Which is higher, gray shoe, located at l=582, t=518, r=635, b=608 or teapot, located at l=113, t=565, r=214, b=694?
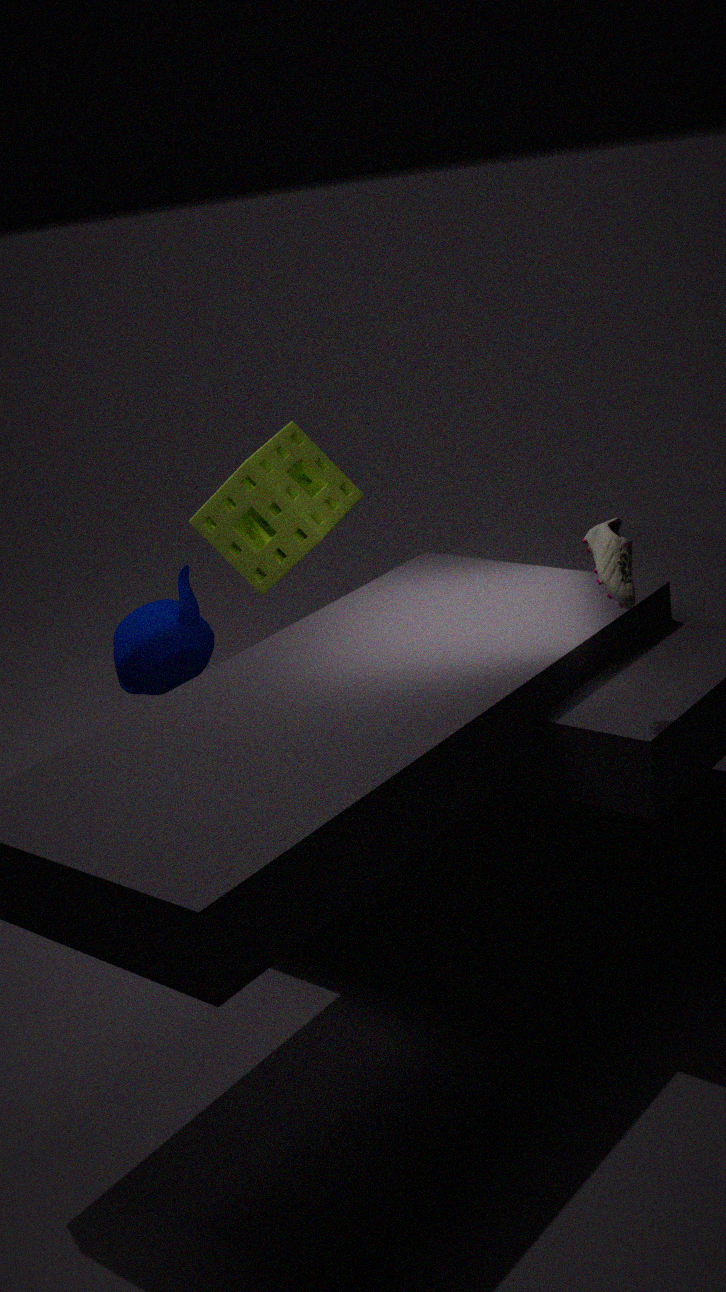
gray shoe, located at l=582, t=518, r=635, b=608
